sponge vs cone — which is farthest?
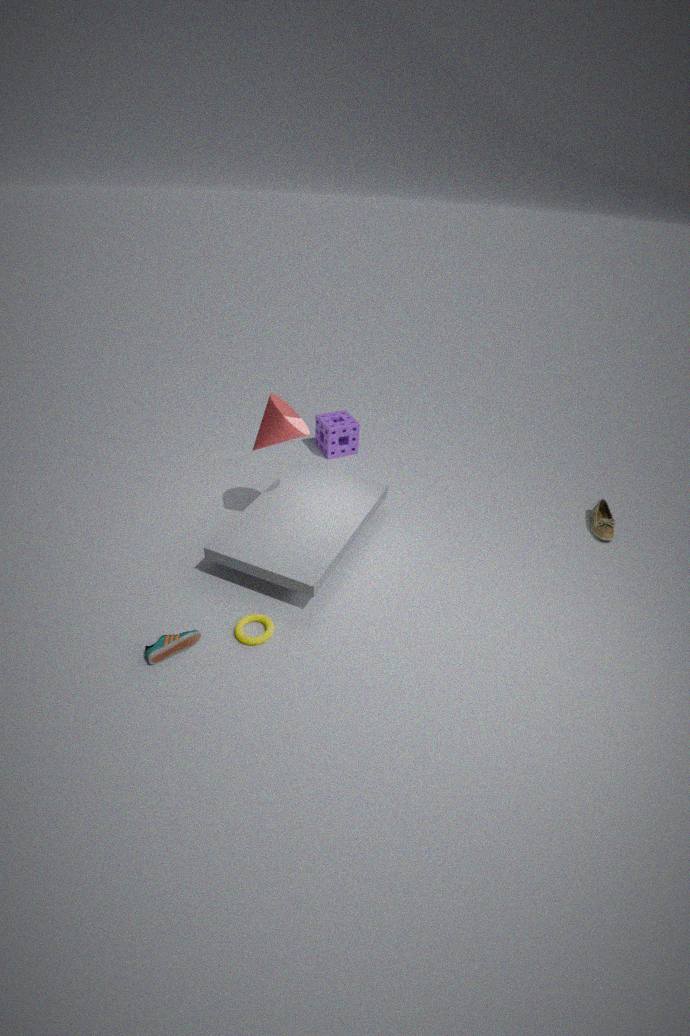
sponge
